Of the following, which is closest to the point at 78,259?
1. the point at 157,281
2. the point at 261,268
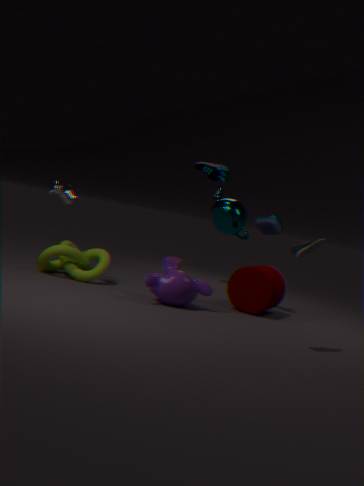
the point at 157,281
